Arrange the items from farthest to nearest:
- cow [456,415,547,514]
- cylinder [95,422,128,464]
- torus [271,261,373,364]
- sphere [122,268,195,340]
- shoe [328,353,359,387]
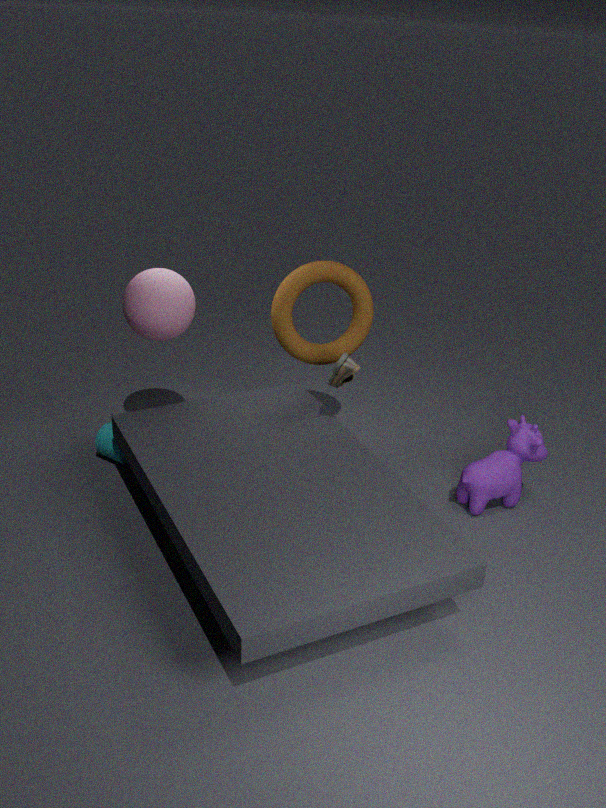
1. cylinder [95,422,128,464]
2. torus [271,261,373,364]
3. sphere [122,268,195,340]
4. cow [456,415,547,514]
5. shoe [328,353,359,387]
